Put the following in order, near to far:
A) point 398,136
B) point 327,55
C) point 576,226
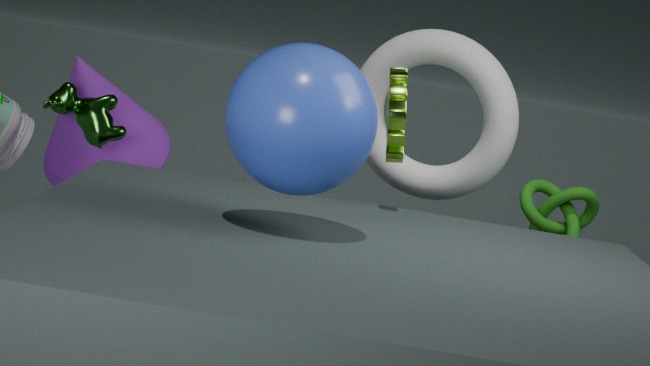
B. point 327,55
A. point 398,136
C. point 576,226
